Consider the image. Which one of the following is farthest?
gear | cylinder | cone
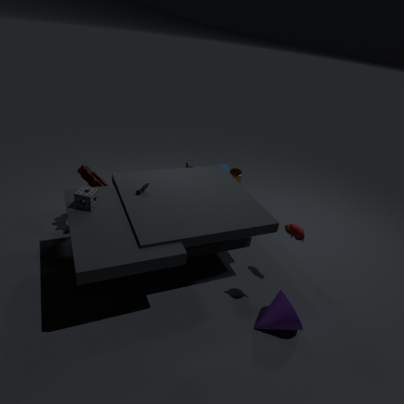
cylinder
